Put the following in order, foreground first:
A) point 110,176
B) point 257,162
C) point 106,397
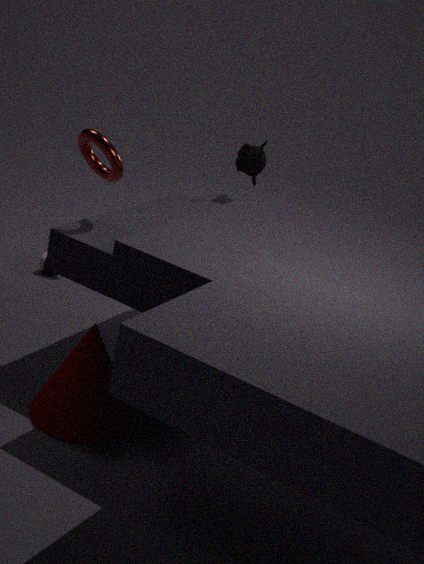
point 106,397, point 110,176, point 257,162
